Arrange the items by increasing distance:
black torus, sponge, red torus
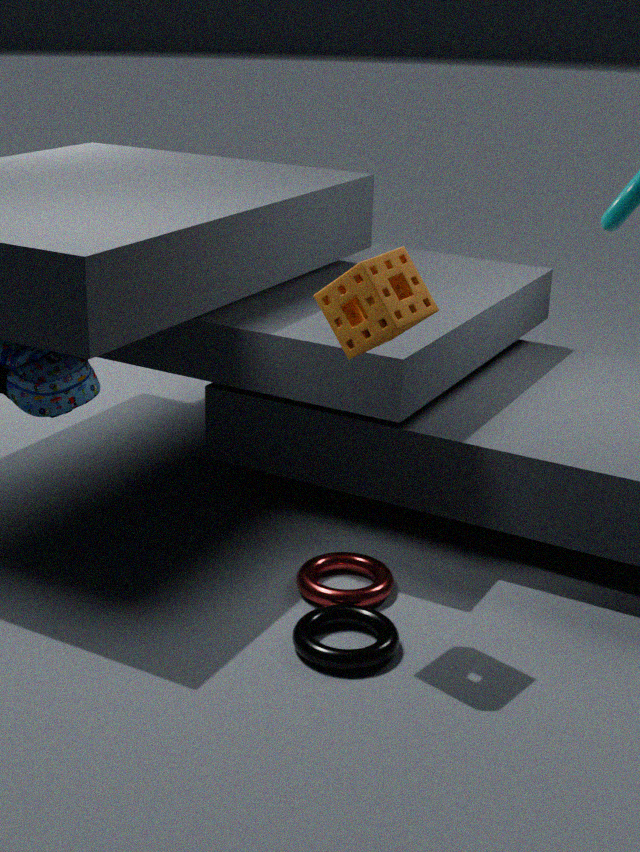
sponge, black torus, red torus
